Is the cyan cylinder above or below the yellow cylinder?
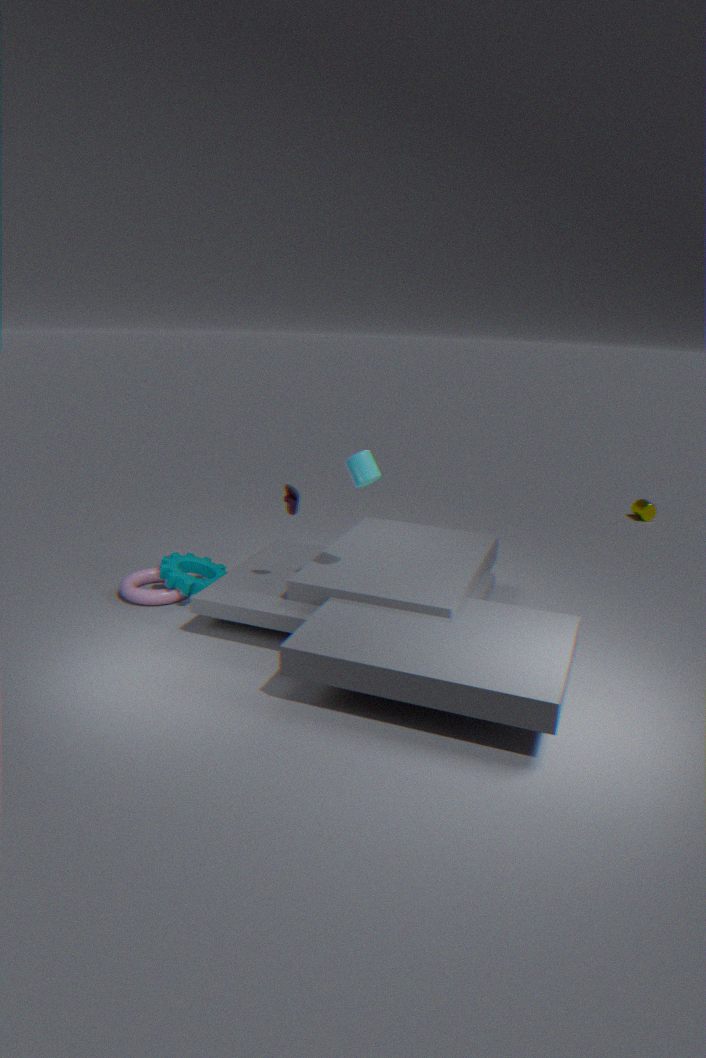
above
